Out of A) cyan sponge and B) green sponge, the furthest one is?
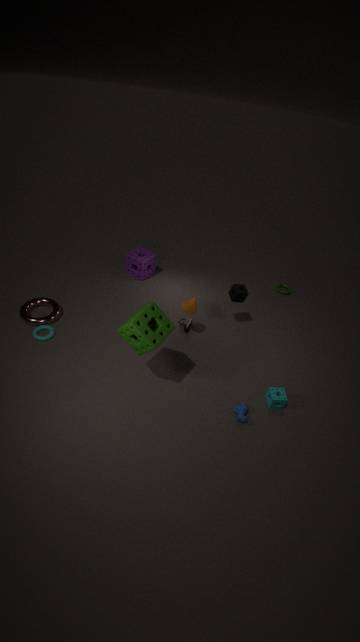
A. cyan sponge
